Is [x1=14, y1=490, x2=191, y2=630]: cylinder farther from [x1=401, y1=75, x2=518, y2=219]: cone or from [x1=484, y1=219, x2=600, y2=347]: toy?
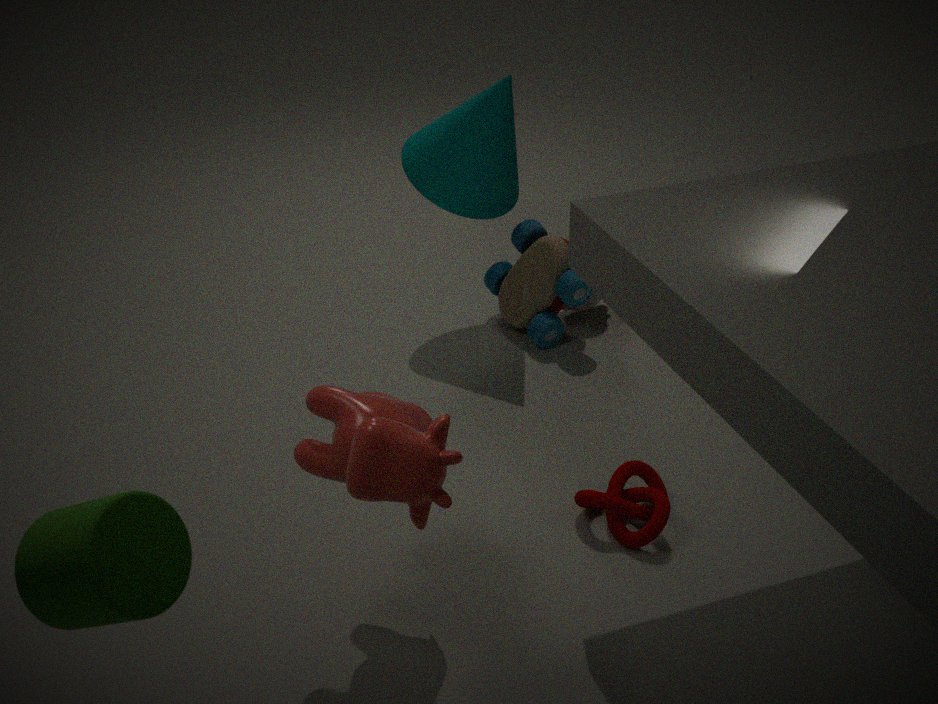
[x1=484, y1=219, x2=600, y2=347]: toy
